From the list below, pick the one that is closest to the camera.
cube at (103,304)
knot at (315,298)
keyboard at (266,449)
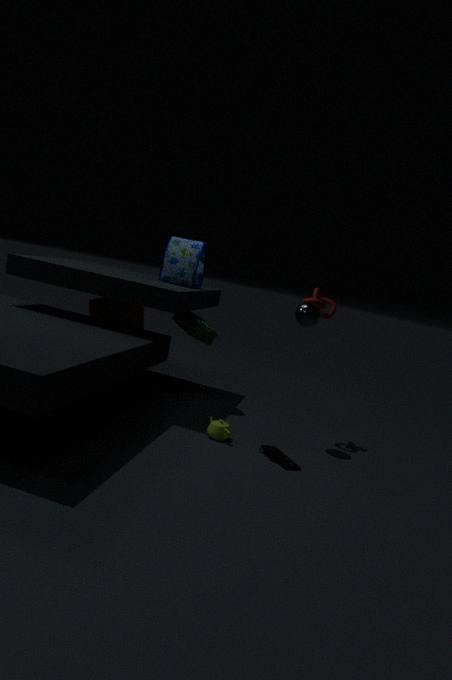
keyboard at (266,449)
